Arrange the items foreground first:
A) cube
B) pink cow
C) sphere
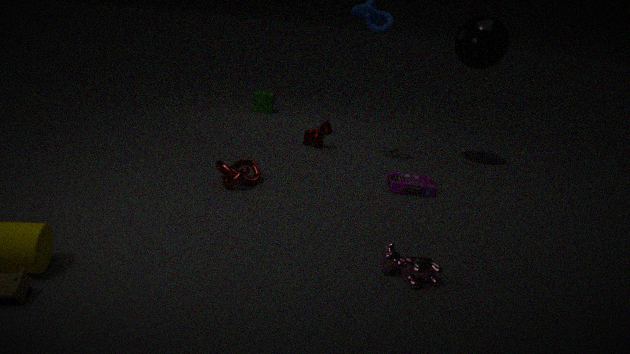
pink cow < sphere < cube
